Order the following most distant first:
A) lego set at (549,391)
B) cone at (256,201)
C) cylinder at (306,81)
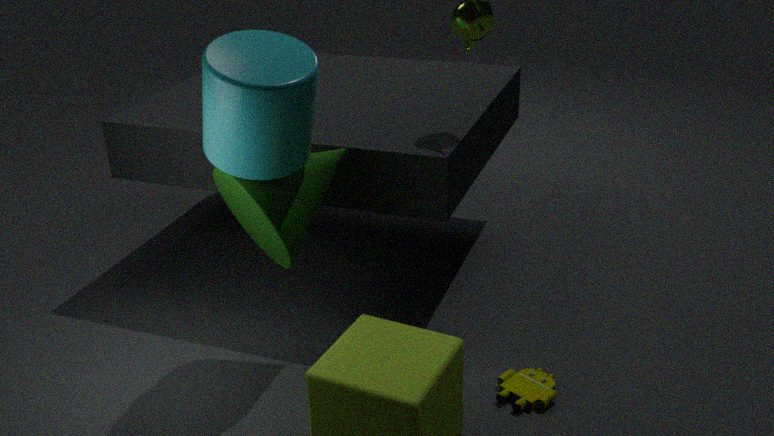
lego set at (549,391), cone at (256,201), cylinder at (306,81)
